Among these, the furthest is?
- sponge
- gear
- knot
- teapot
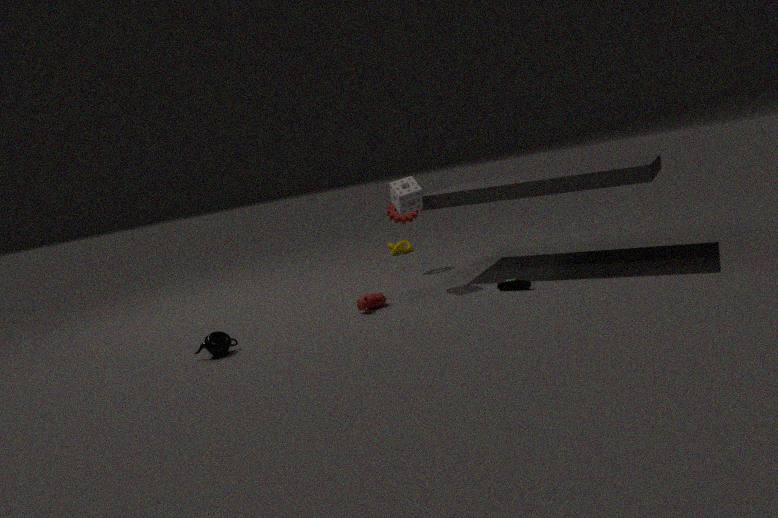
knot
